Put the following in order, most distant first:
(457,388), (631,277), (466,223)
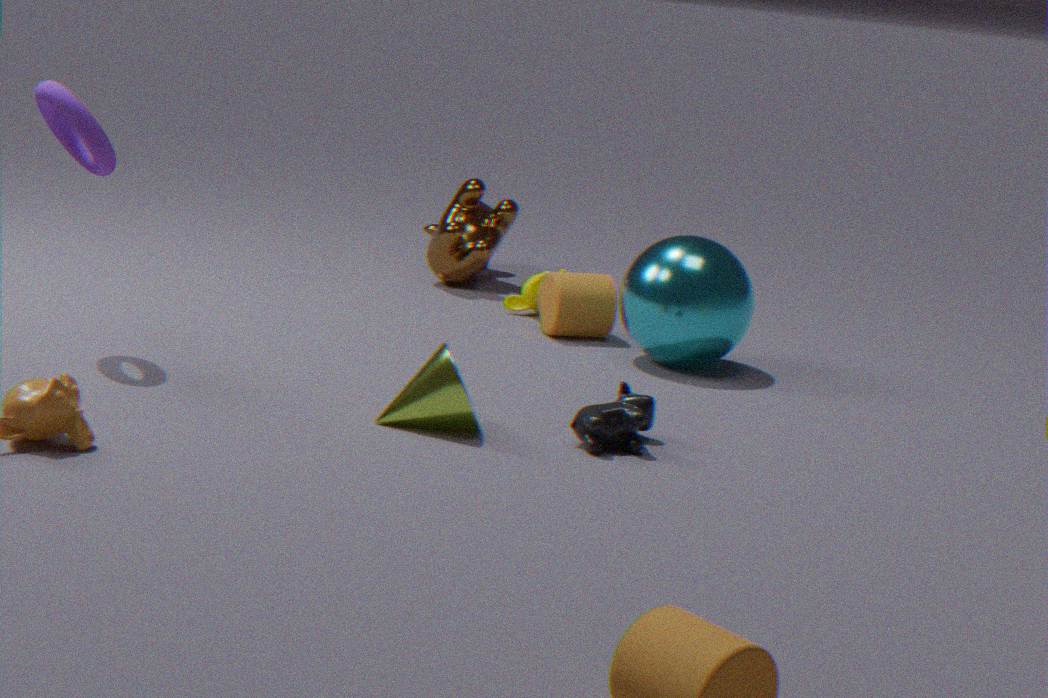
(466,223), (631,277), (457,388)
